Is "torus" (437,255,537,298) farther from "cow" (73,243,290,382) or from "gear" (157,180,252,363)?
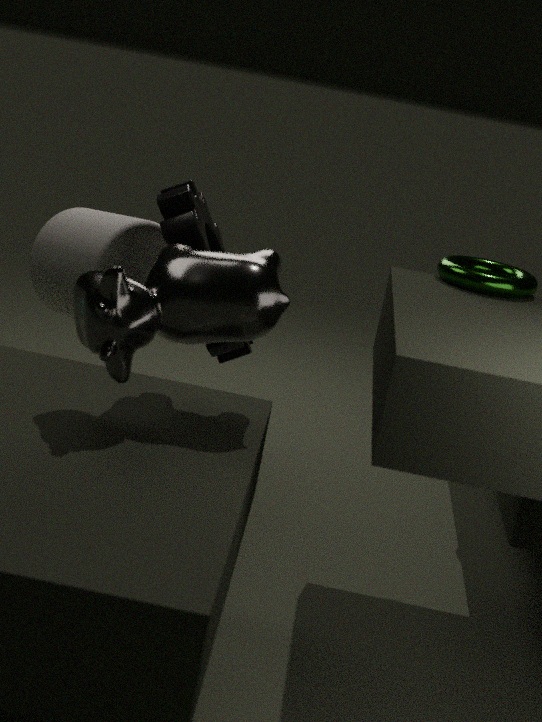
"gear" (157,180,252,363)
